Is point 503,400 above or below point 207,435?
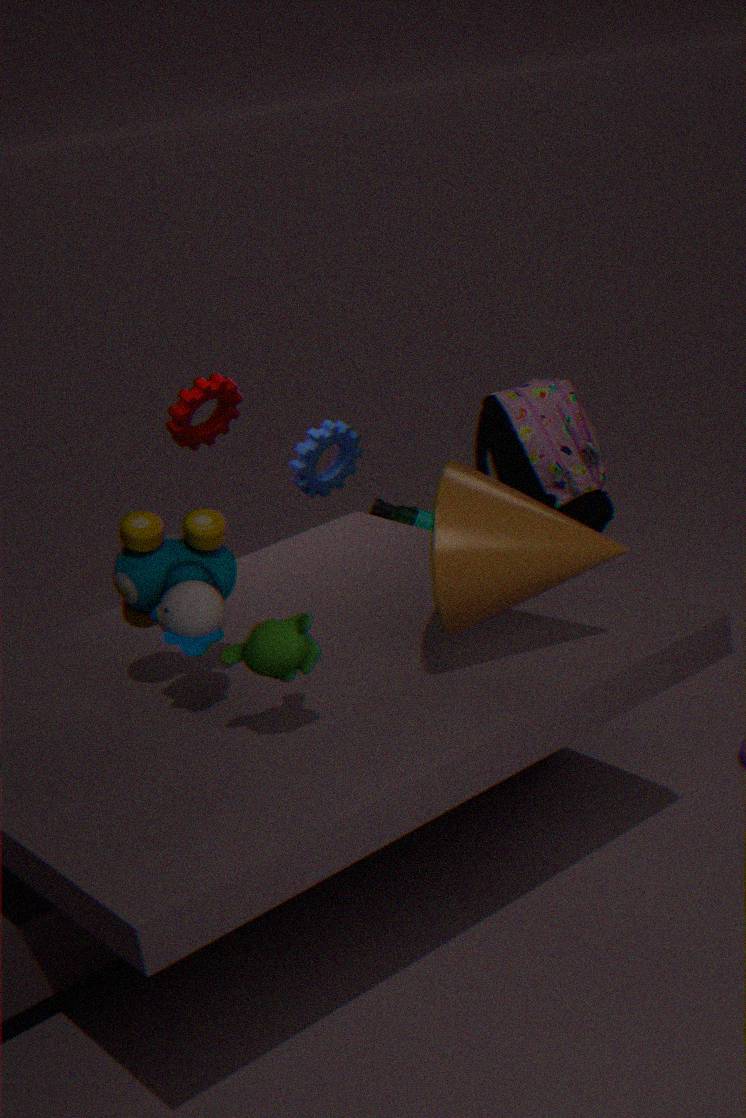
below
